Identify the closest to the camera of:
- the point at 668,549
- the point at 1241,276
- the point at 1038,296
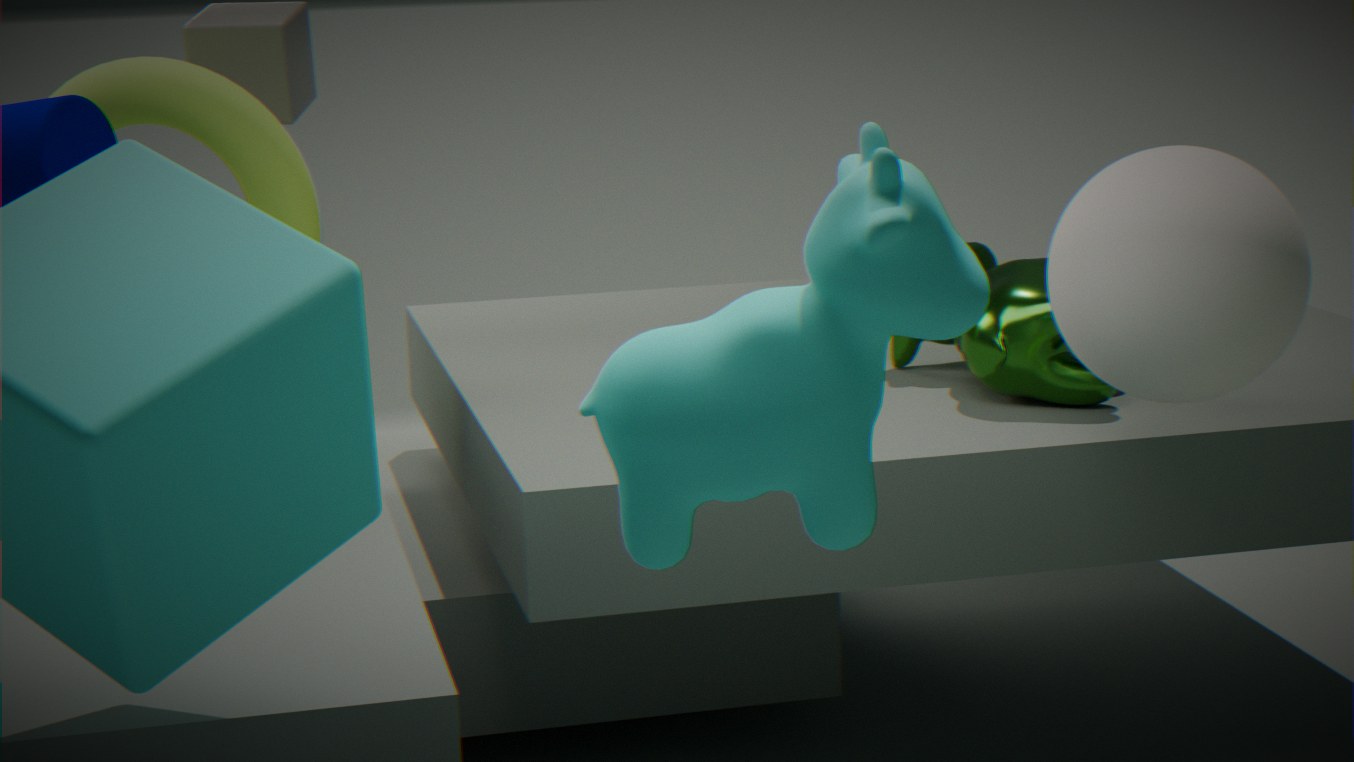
the point at 668,549
